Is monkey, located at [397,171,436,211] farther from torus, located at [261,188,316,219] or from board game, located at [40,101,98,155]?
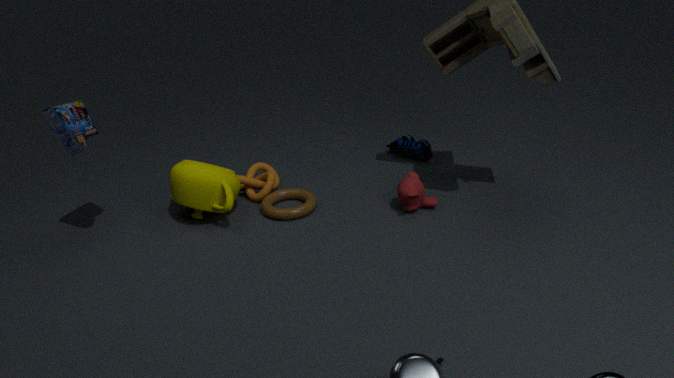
board game, located at [40,101,98,155]
